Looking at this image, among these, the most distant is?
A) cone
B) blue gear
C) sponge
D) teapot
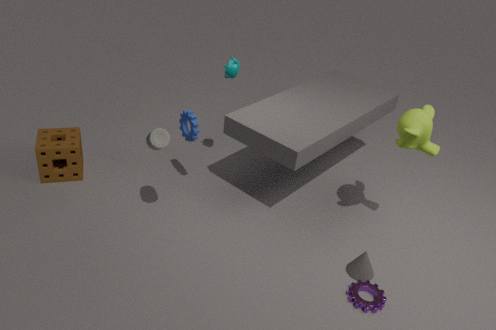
sponge
